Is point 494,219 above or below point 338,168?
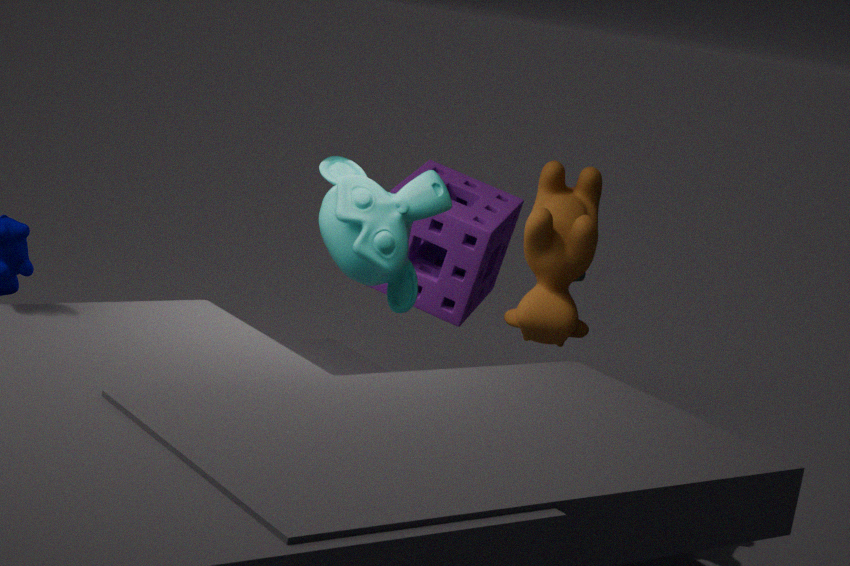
below
